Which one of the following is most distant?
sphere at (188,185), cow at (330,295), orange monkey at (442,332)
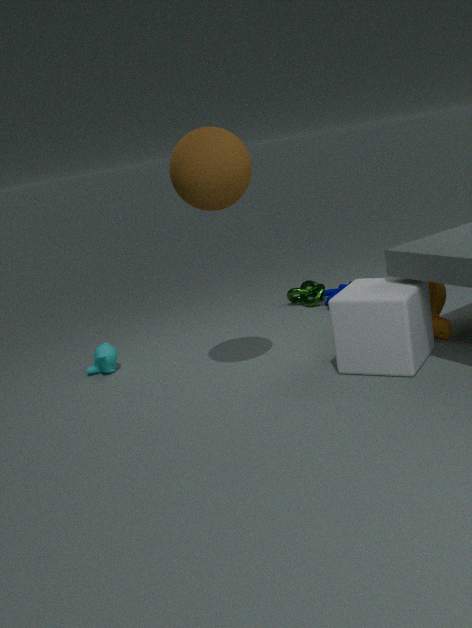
cow at (330,295)
